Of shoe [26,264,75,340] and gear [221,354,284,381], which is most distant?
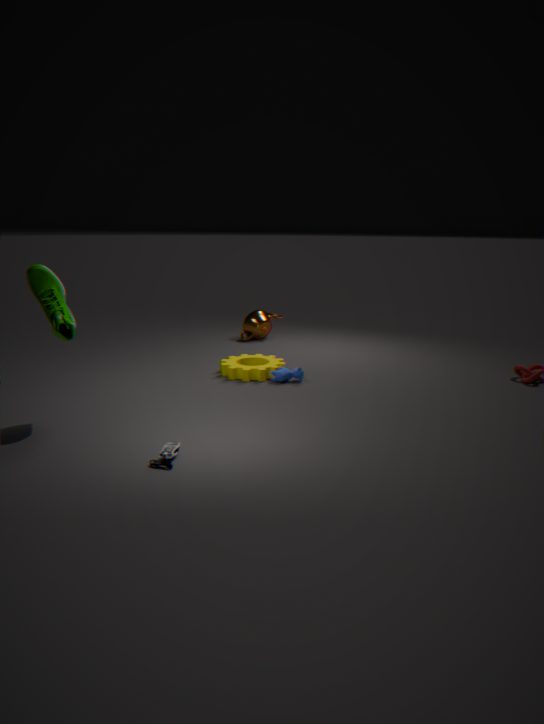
gear [221,354,284,381]
